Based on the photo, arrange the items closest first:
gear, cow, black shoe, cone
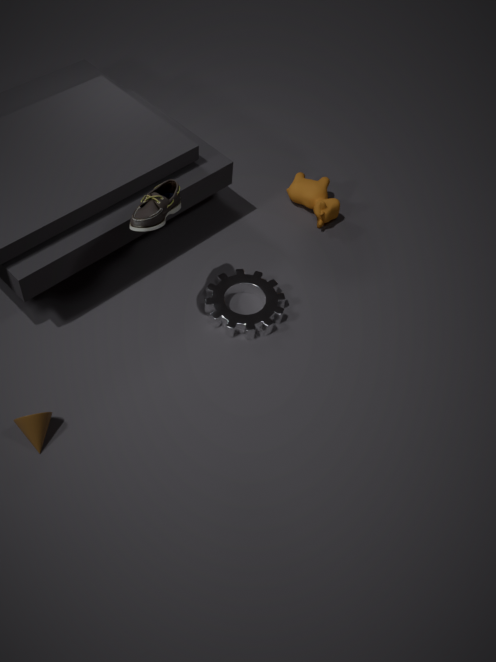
black shoe, cone, gear, cow
